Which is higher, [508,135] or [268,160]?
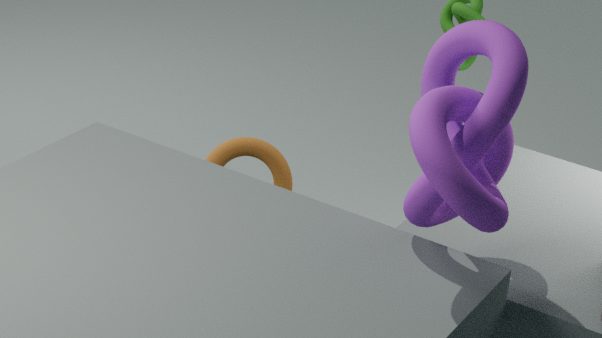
[508,135]
